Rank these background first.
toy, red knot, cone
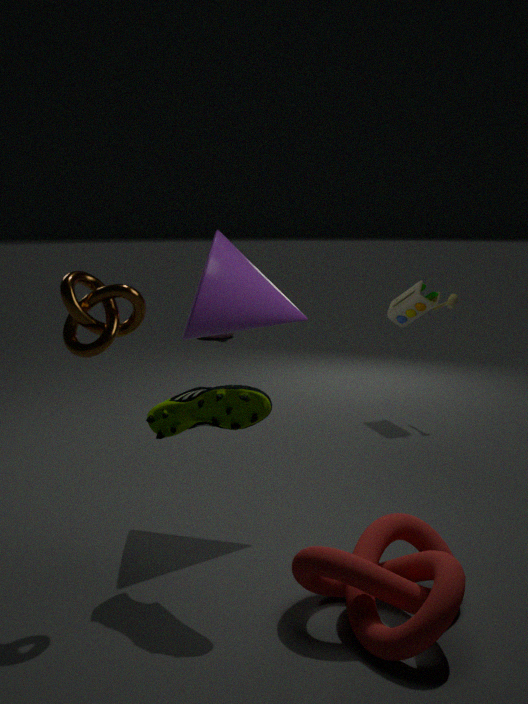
1. toy
2. cone
3. red knot
